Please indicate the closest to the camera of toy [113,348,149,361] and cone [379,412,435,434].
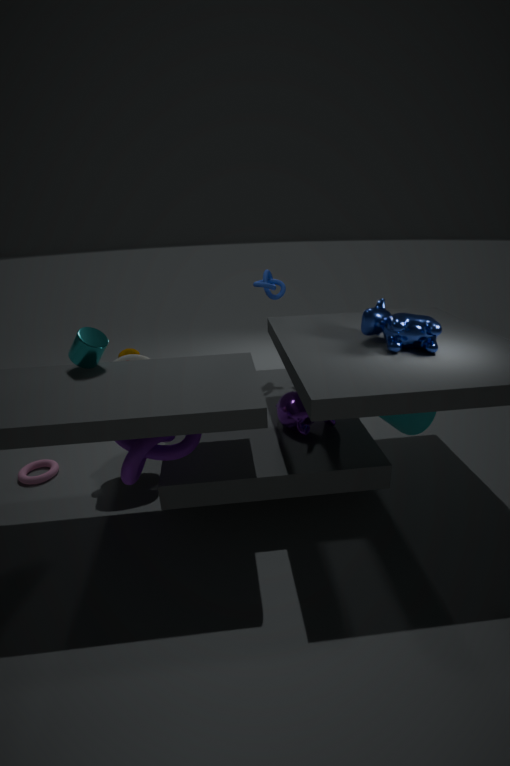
cone [379,412,435,434]
